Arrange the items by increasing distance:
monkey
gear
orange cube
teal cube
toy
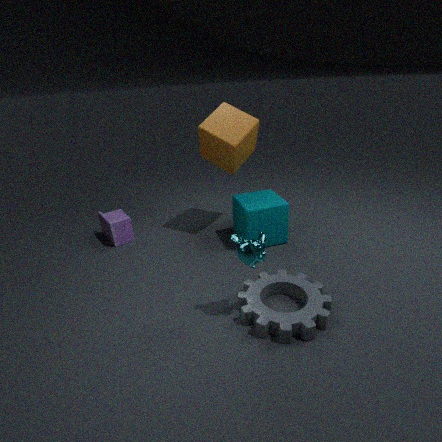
1. monkey
2. gear
3. teal cube
4. orange cube
5. toy
